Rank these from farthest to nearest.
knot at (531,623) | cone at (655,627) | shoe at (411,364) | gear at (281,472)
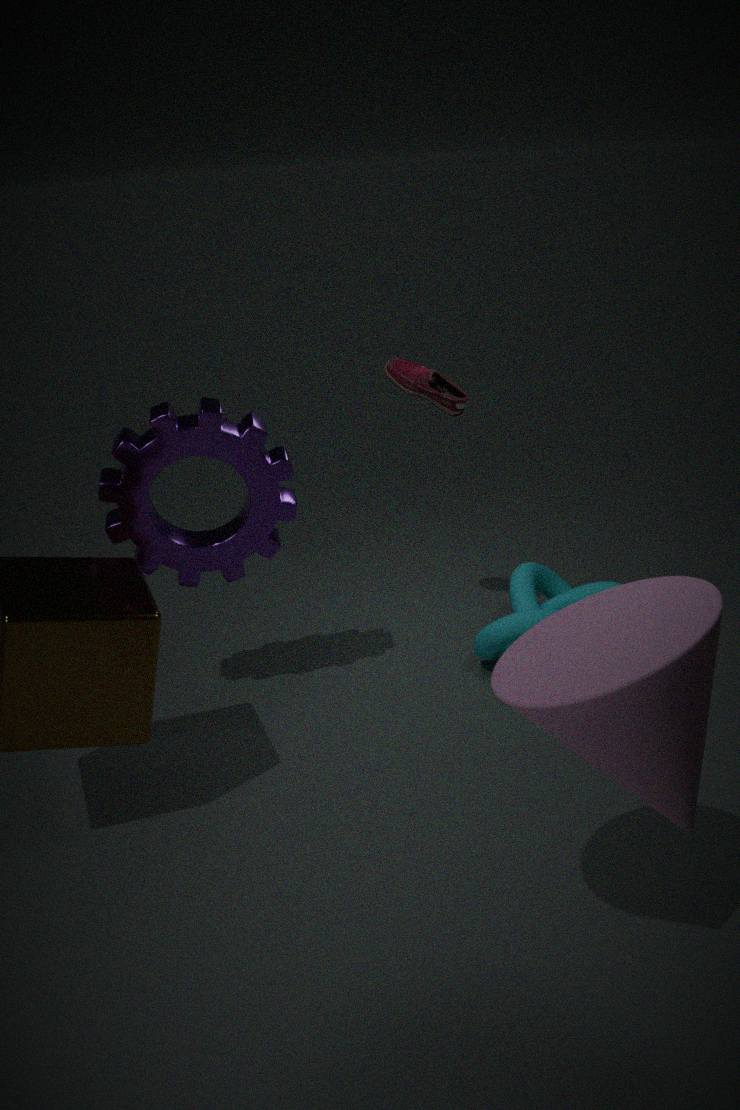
knot at (531,623) → shoe at (411,364) → gear at (281,472) → cone at (655,627)
